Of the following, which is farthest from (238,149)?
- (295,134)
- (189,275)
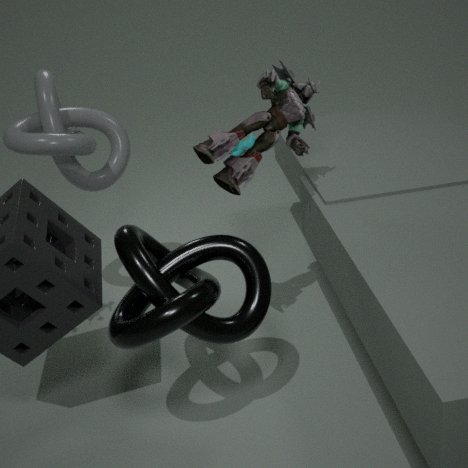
(189,275)
